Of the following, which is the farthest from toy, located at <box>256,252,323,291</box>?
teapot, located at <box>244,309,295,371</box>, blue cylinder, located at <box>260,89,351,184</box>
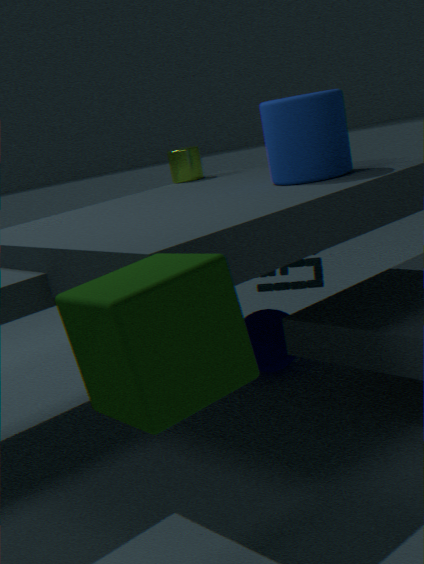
teapot, located at <box>244,309,295,371</box>
